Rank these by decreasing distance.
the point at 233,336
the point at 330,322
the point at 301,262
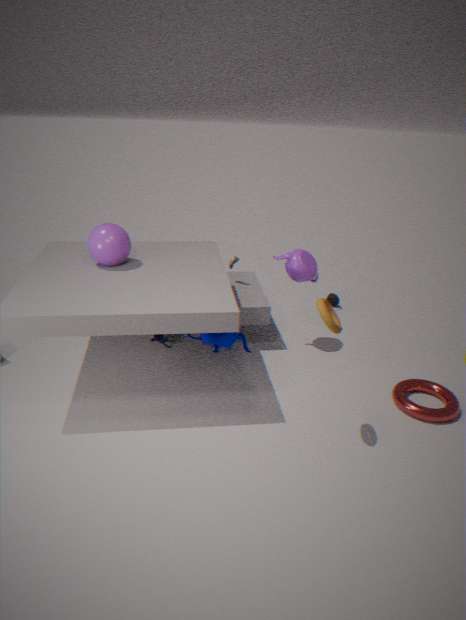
the point at 301,262 → the point at 233,336 → the point at 330,322
